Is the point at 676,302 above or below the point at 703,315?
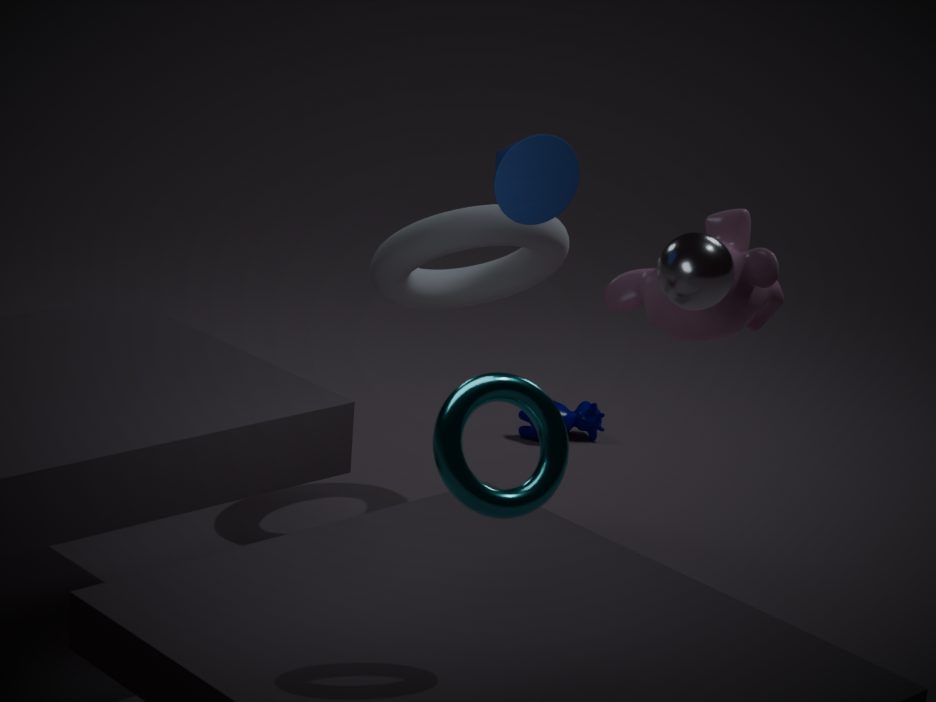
above
